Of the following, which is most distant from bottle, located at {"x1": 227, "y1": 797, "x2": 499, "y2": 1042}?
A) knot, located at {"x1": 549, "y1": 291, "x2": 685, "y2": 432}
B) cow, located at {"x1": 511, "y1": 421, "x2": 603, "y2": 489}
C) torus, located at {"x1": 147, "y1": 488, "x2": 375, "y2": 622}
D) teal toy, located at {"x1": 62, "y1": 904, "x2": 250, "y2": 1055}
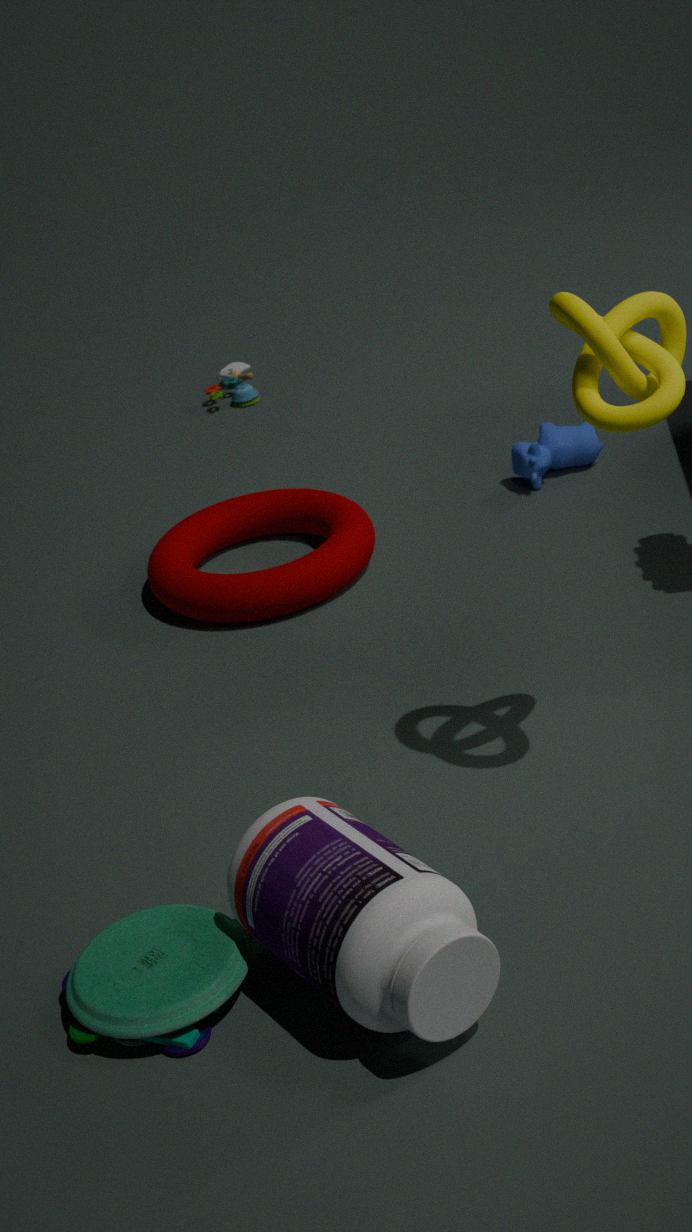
cow, located at {"x1": 511, "y1": 421, "x2": 603, "y2": 489}
